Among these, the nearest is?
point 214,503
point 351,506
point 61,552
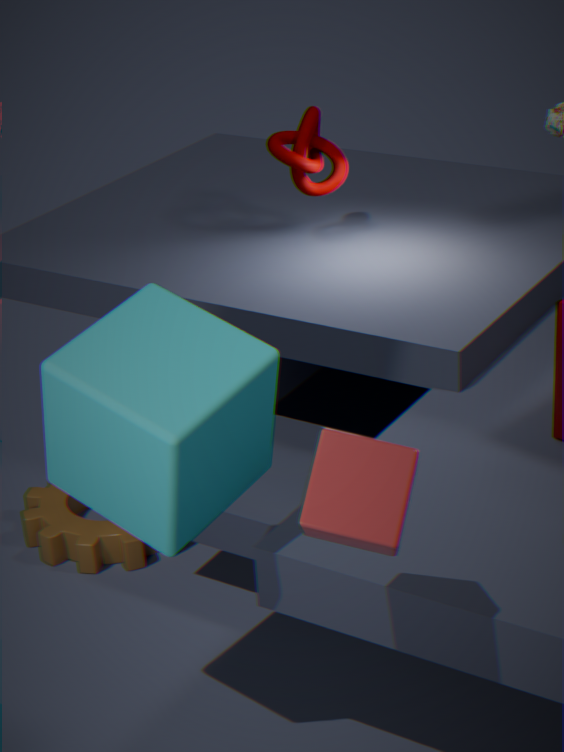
point 351,506
